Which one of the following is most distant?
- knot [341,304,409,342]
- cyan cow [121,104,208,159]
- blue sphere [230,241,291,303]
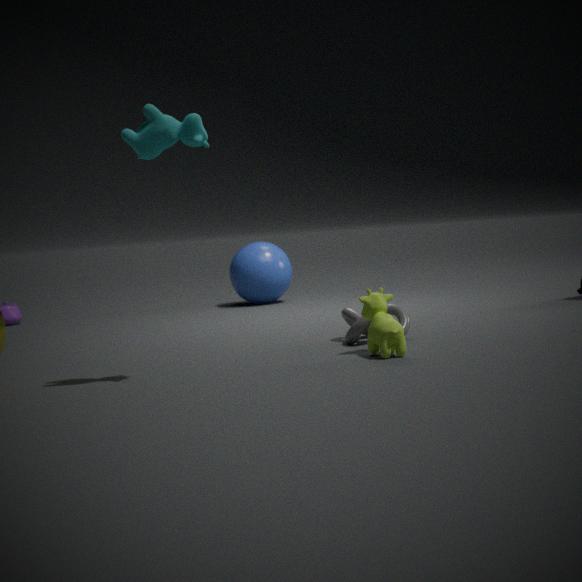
blue sphere [230,241,291,303]
